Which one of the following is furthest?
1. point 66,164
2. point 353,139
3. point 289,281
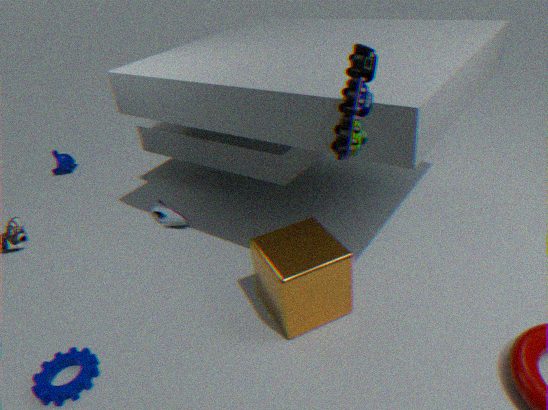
point 66,164
